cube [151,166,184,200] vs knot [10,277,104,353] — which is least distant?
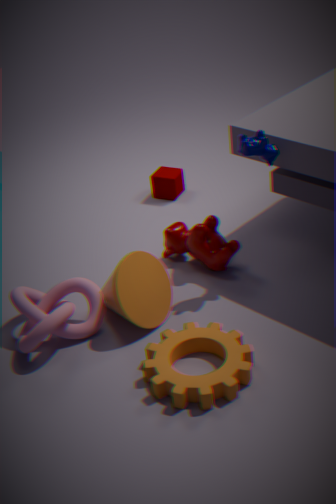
knot [10,277,104,353]
